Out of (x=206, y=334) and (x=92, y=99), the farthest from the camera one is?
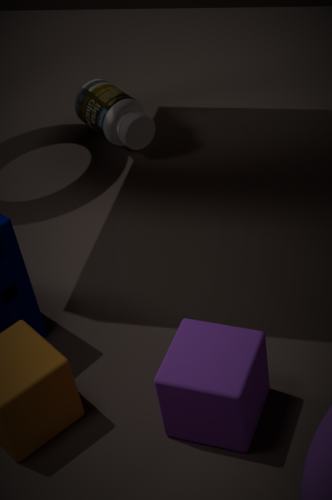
(x=92, y=99)
